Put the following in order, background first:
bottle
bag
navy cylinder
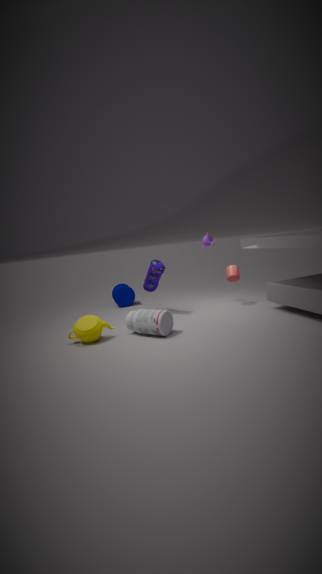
navy cylinder → bag → bottle
